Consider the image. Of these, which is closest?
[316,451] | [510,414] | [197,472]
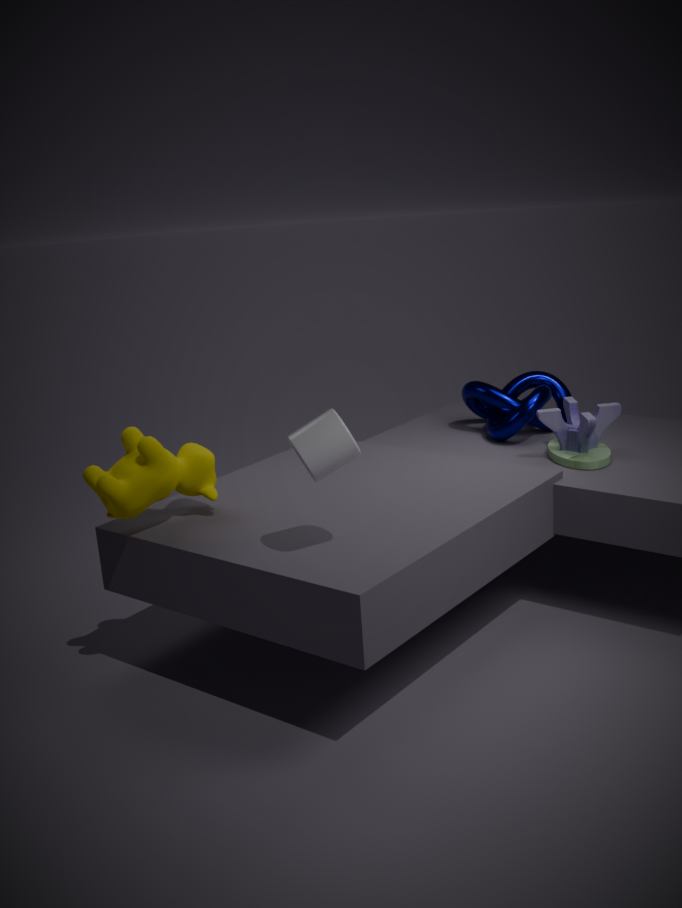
[316,451]
